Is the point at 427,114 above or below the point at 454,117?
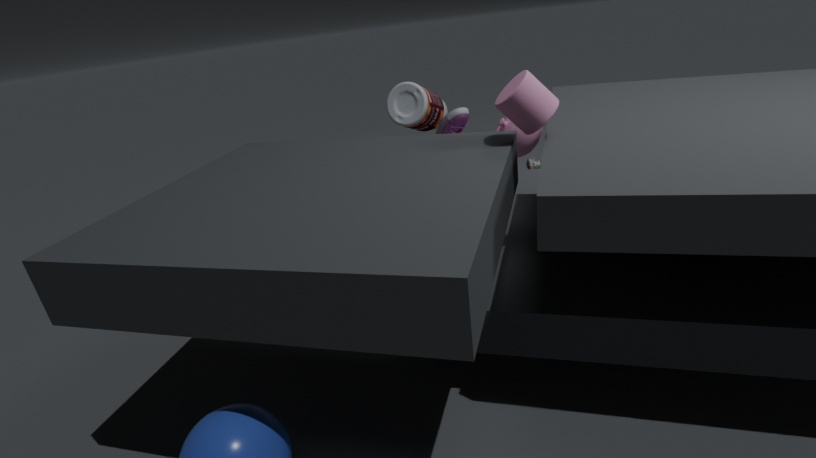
above
